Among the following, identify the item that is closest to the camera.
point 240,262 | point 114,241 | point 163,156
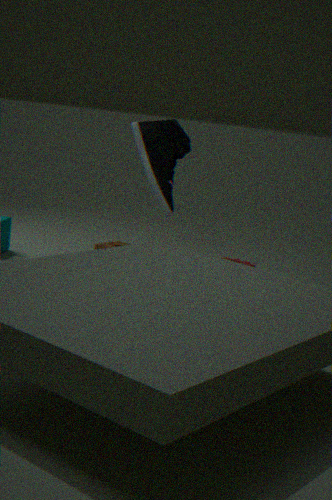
point 114,241
